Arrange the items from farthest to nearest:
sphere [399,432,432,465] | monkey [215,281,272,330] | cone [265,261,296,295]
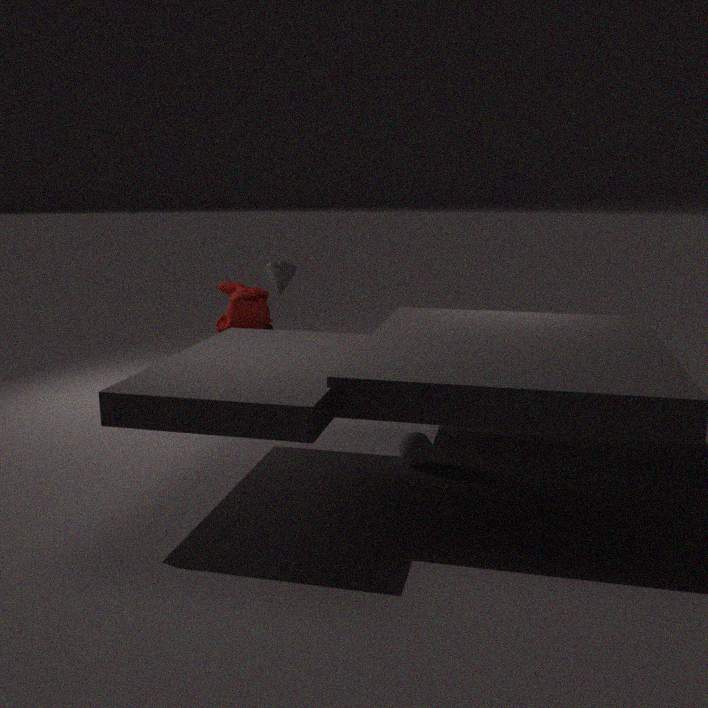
cone [265,261,296,295] < monkey [215,281,272,330] < sphere [399,432,432,465]
